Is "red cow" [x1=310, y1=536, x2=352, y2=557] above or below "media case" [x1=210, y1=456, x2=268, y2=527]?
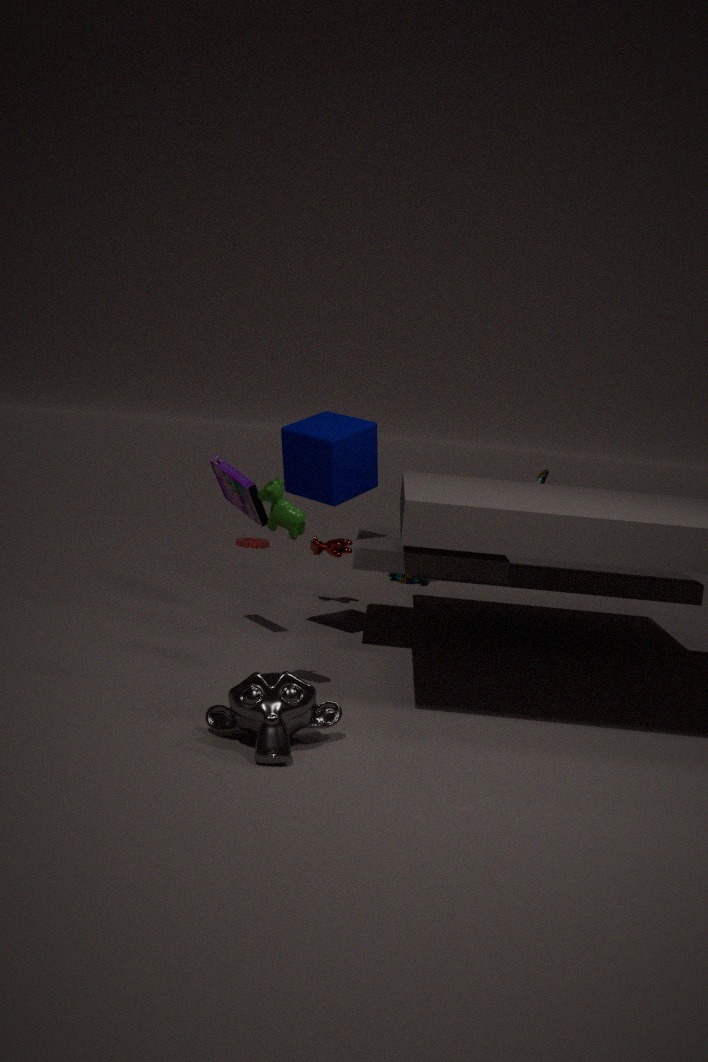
below
